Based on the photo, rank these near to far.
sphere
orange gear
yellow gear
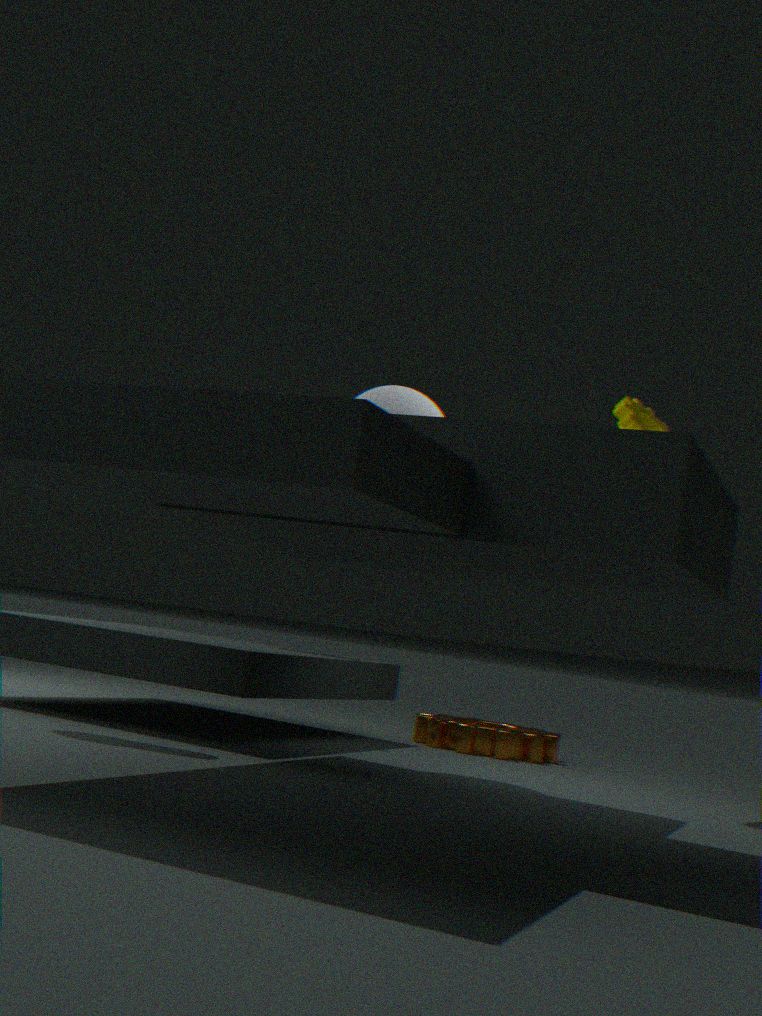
sphere, yellow gear, orange gear
